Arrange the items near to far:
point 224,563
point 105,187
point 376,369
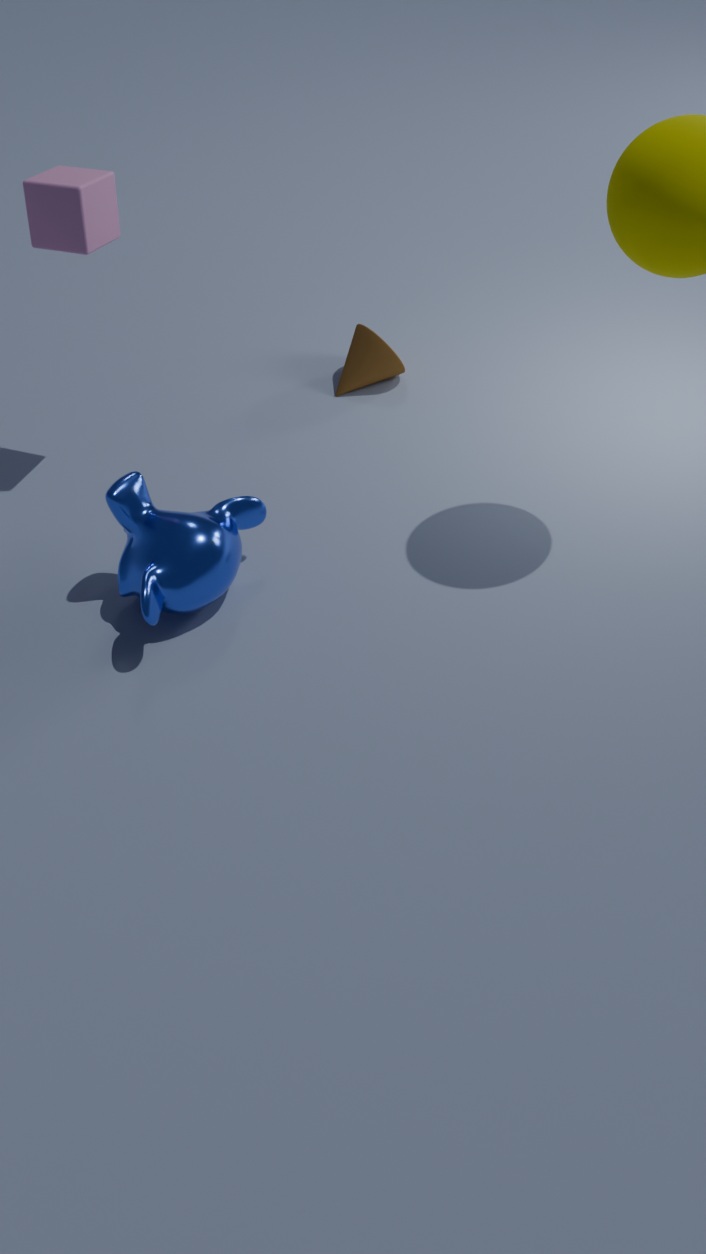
point 224,563 → point 105,187 → point 376,369
